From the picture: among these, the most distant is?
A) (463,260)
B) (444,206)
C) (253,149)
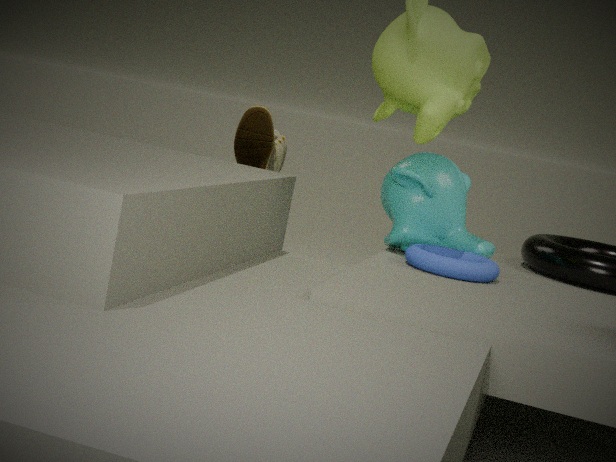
(253,149)
